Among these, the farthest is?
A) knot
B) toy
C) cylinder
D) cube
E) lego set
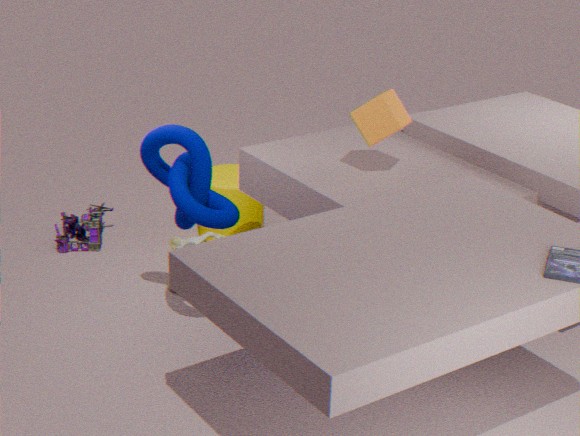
A: cylinder
